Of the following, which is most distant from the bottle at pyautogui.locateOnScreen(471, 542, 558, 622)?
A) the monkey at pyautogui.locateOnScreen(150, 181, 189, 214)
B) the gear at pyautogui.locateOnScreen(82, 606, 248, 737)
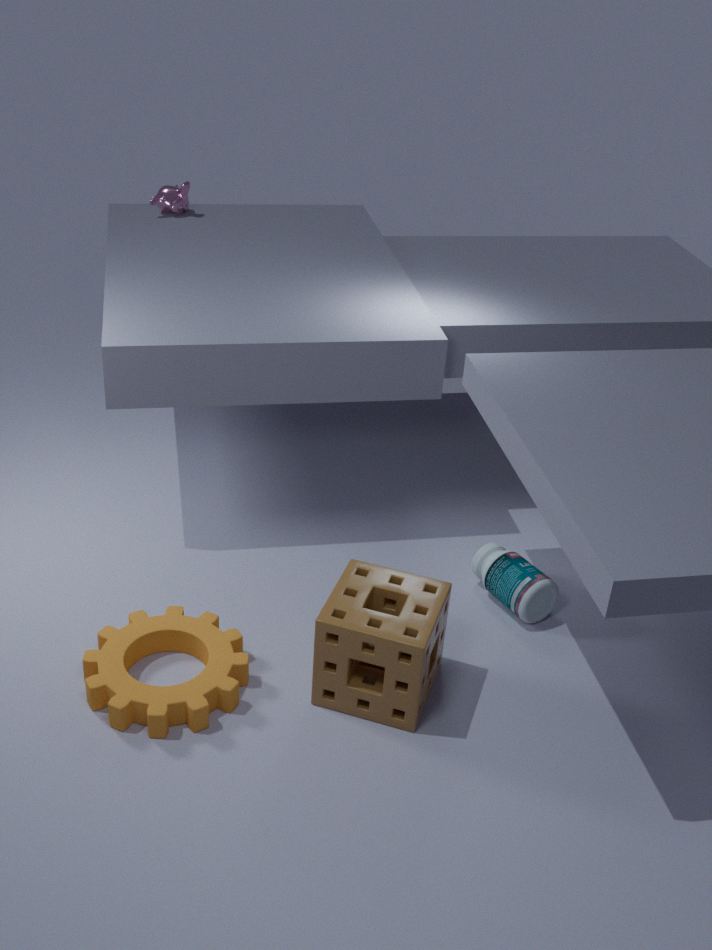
the monkey at pyautogui.locateOnScreen(150, 181, 189, 214)
